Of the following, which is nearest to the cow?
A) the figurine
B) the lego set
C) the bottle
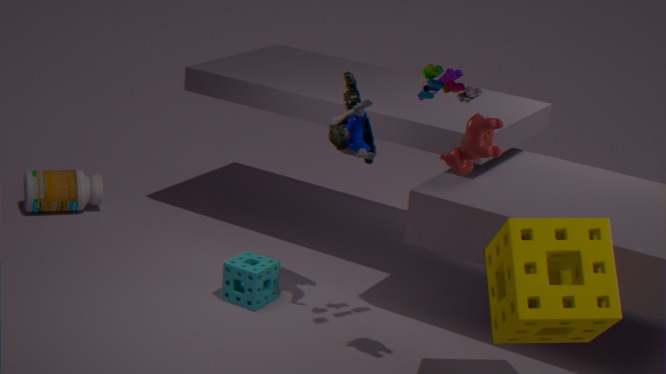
the lego set
